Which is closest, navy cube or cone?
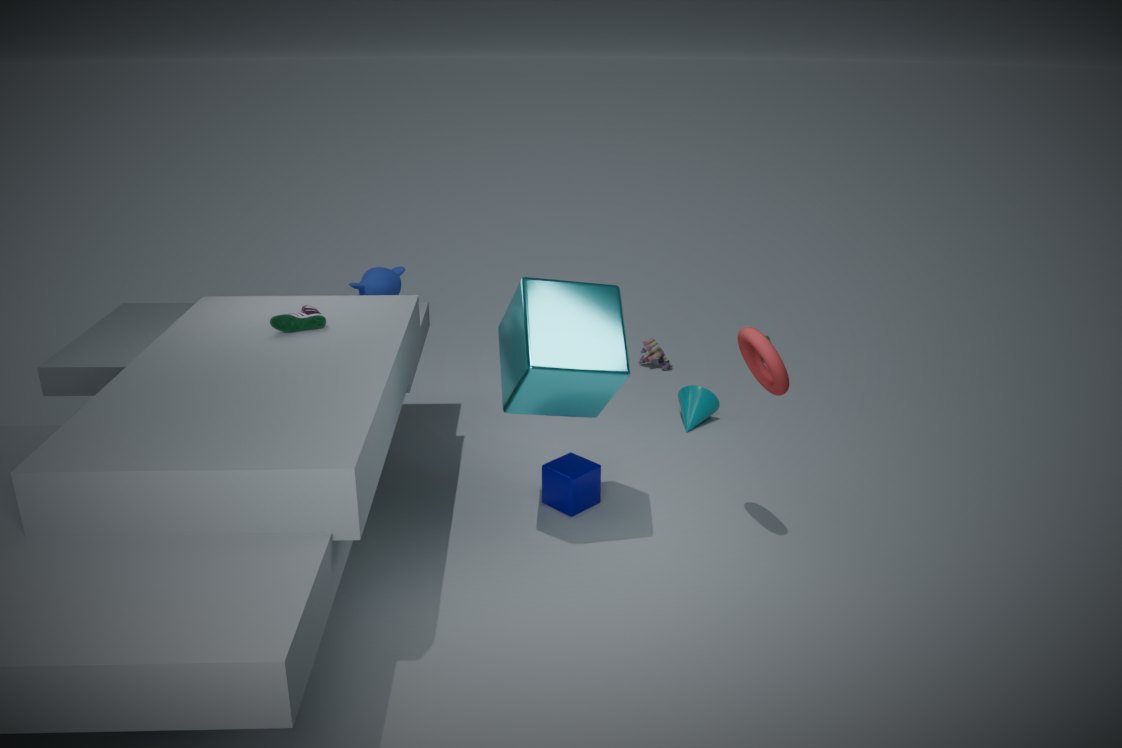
navy cube
